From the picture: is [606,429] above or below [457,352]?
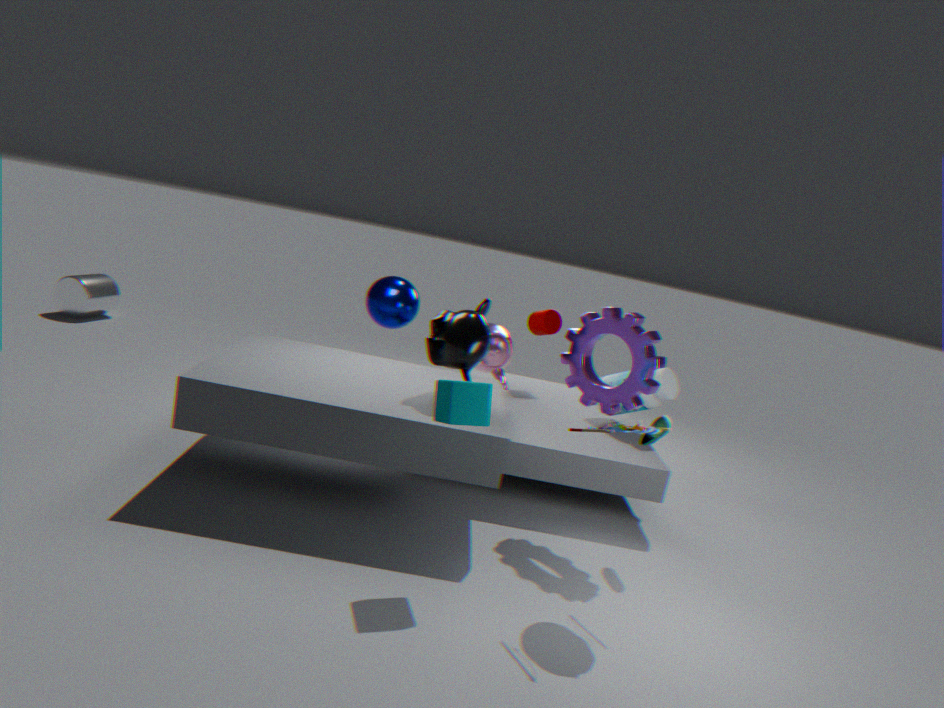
below
